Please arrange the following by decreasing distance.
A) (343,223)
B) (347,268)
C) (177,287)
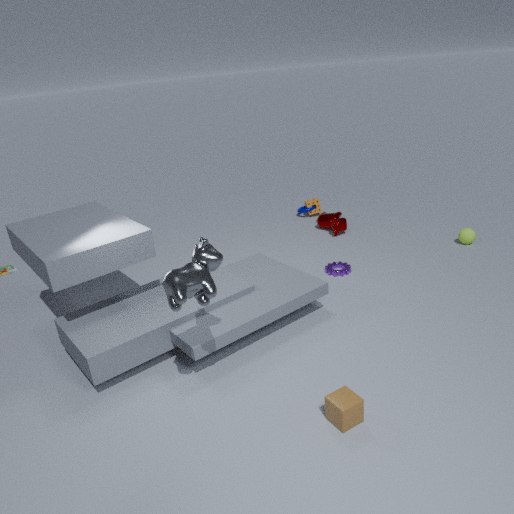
(343,223) < (347,268) < (177,287)
